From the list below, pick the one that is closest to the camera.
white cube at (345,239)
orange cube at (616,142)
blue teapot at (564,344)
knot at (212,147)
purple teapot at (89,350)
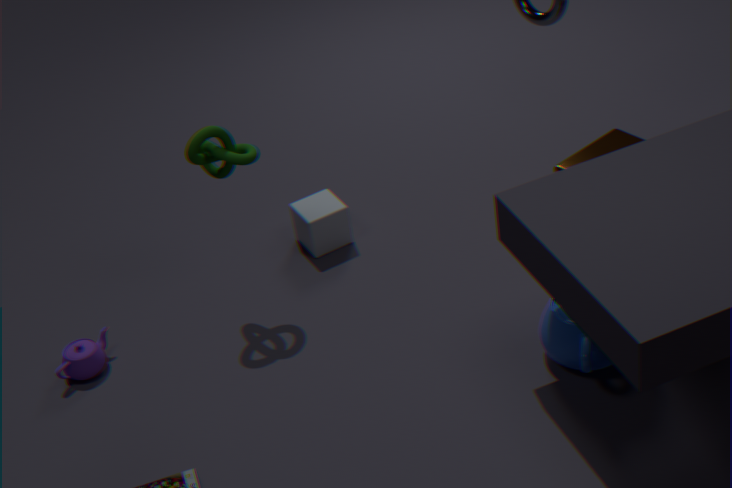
blue teapot at (564,344)
